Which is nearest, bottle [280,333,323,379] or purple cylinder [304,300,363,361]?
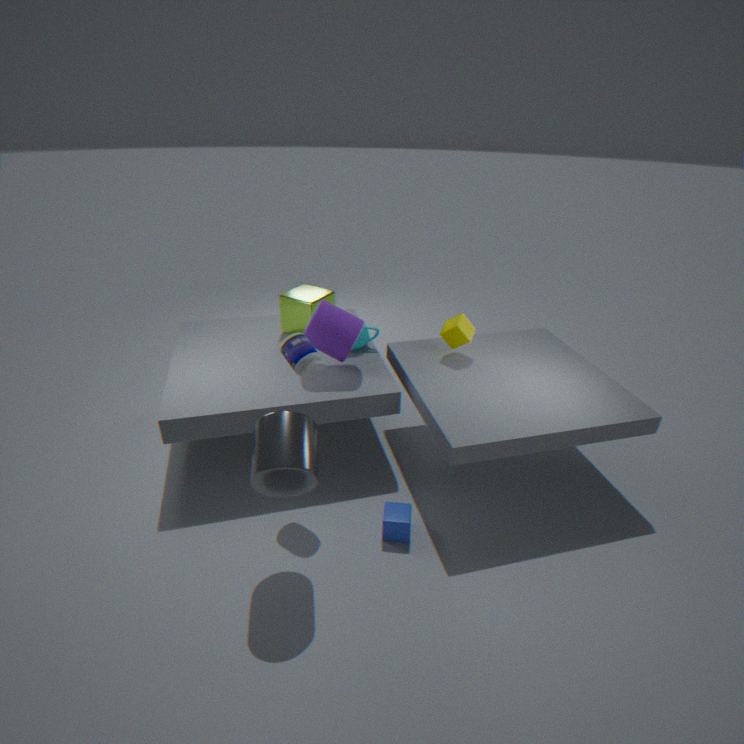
bottle [280,333,323,379]
